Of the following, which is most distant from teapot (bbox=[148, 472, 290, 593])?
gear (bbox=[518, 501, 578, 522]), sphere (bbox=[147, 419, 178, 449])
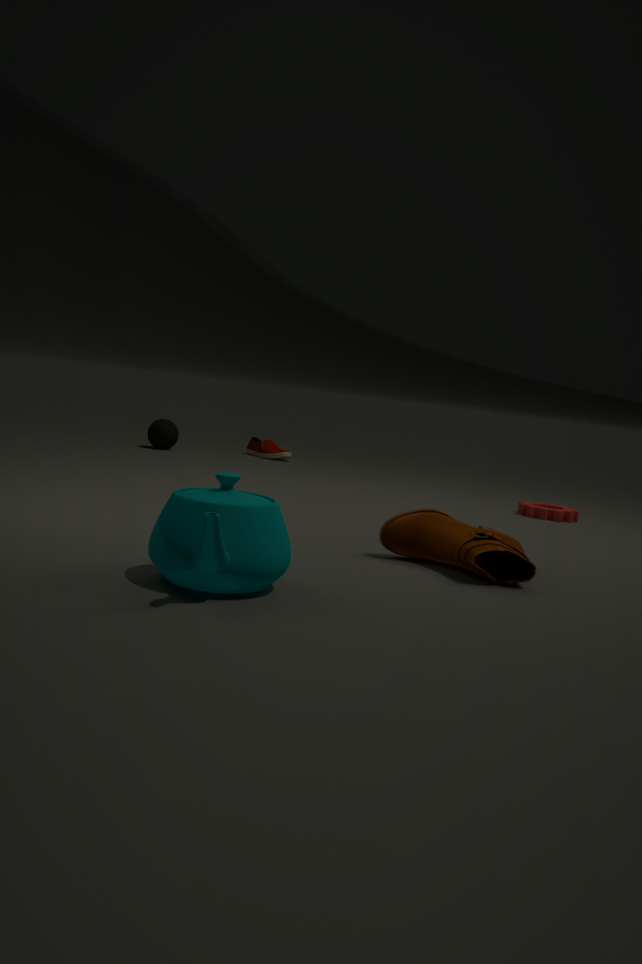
sphere (bbox=[147, 419, 178, 449])
